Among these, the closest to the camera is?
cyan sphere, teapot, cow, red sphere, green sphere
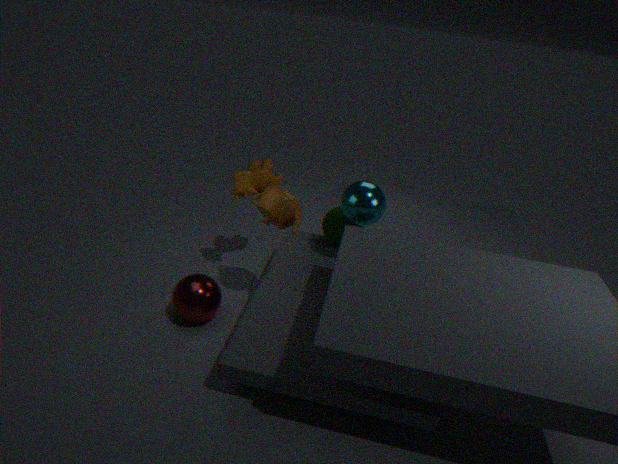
teapot
